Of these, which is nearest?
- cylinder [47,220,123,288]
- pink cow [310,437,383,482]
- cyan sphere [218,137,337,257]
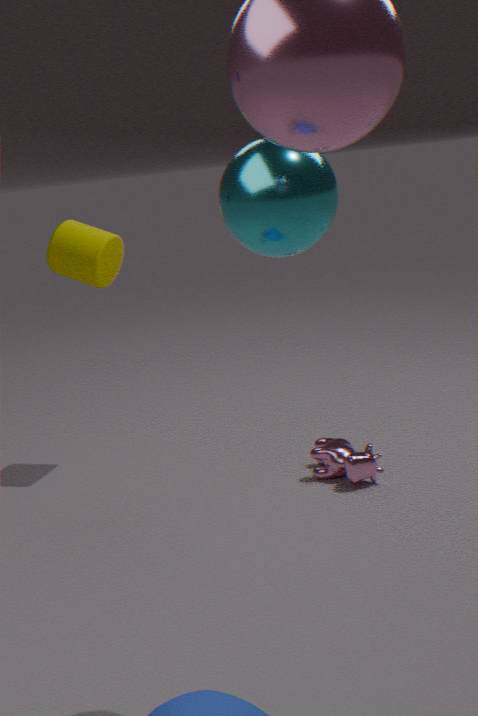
cyan sphere [218,137,337,257]
